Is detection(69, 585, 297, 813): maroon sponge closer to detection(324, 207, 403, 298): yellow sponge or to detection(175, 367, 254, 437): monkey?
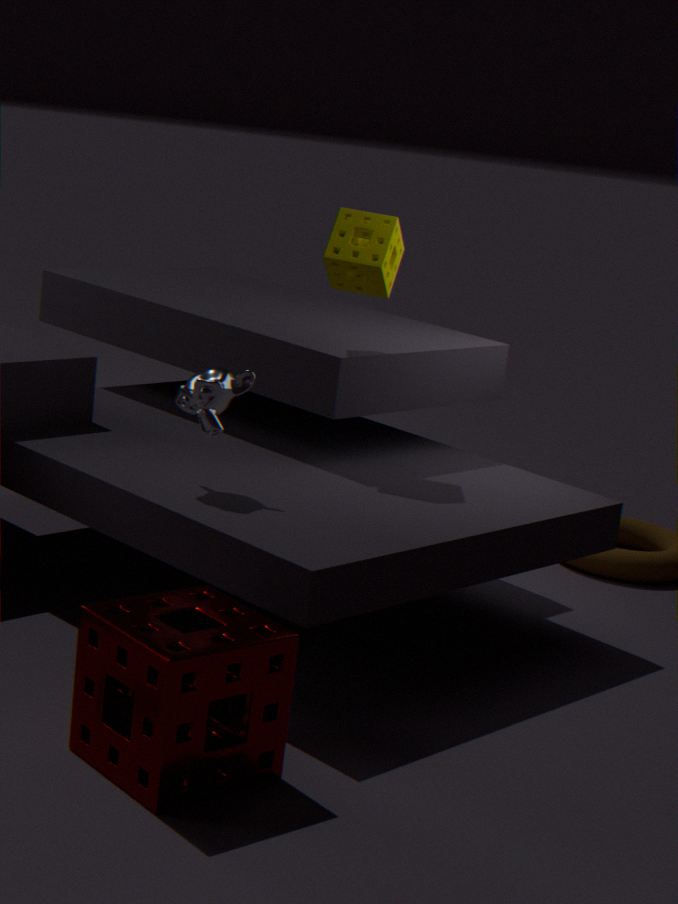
detection(175, 367, 254, 437): monkey
